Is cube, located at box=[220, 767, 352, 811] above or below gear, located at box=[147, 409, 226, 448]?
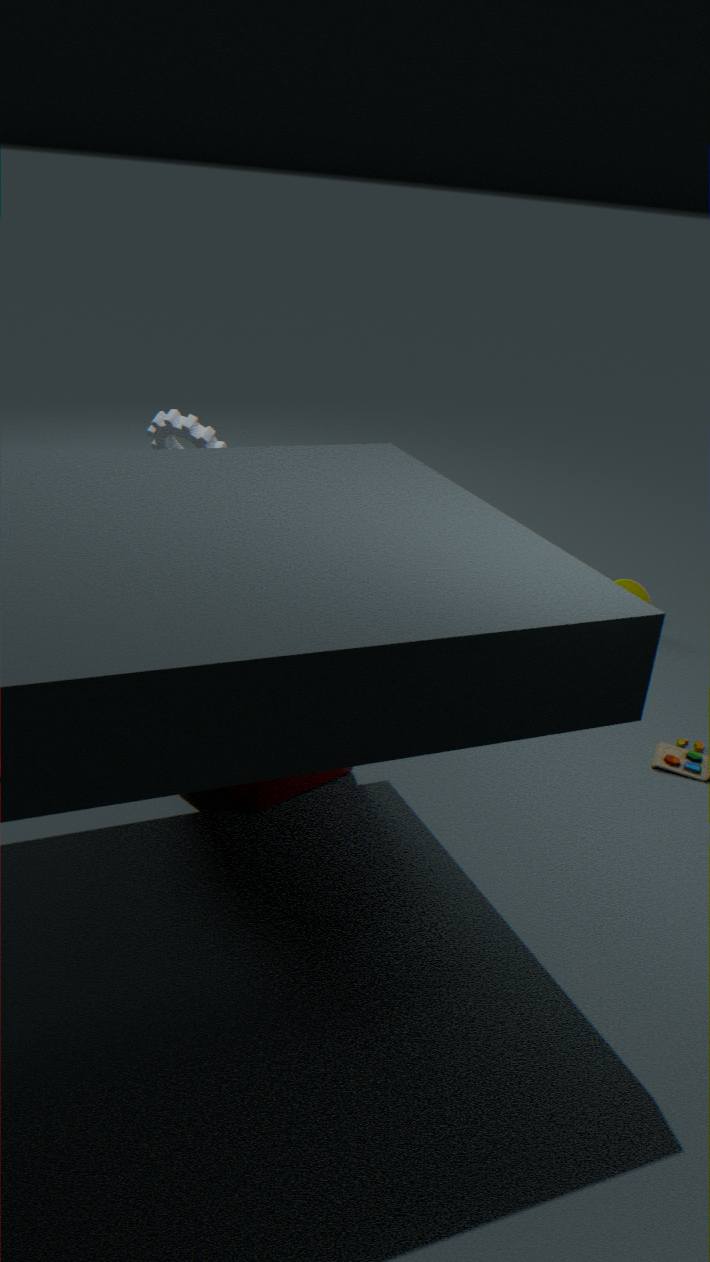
below
